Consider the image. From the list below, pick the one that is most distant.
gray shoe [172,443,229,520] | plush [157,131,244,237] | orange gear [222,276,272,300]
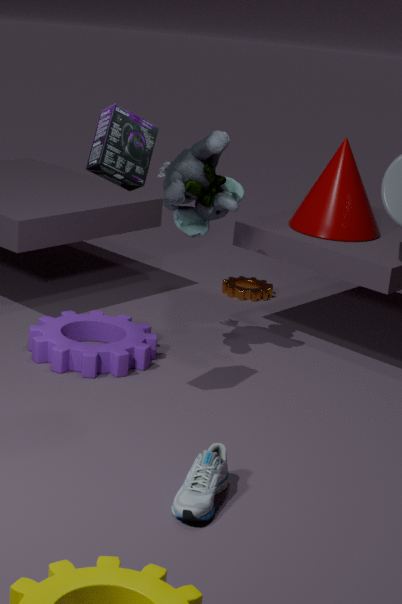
orange gear [222,276,272,300]
